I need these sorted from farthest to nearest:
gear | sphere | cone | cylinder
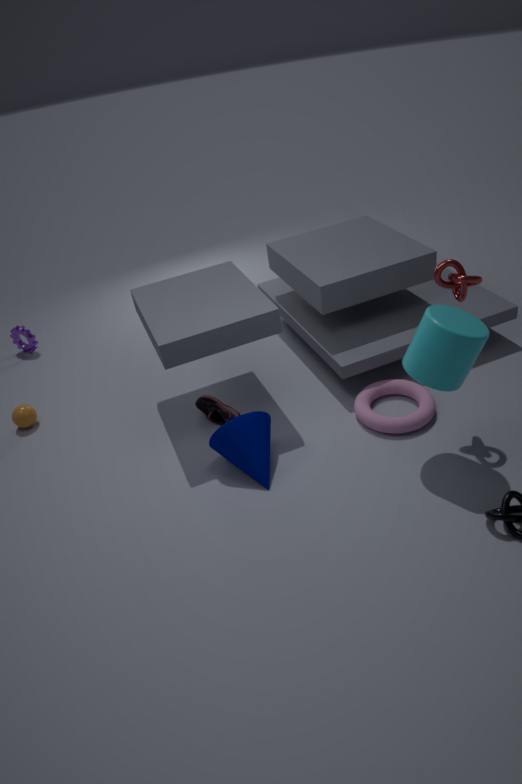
gear
sphere
cone
cylinder
